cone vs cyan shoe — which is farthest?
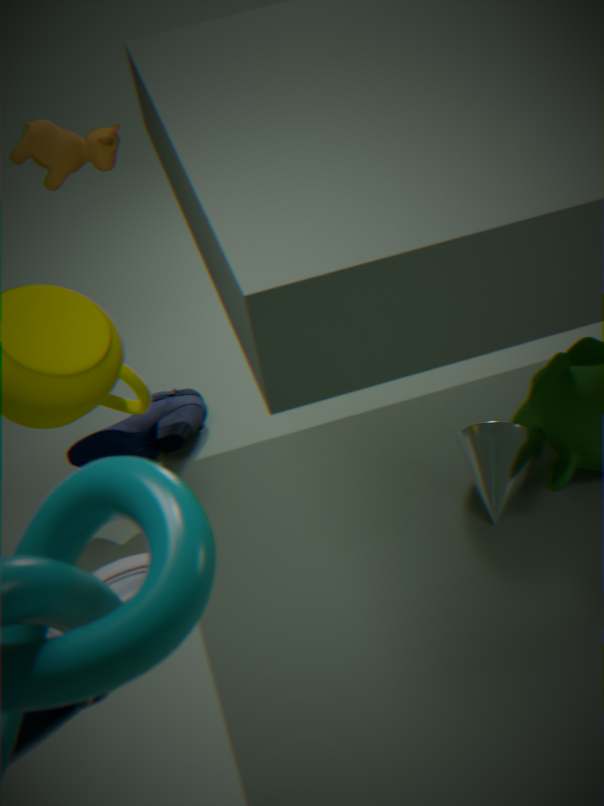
cone
